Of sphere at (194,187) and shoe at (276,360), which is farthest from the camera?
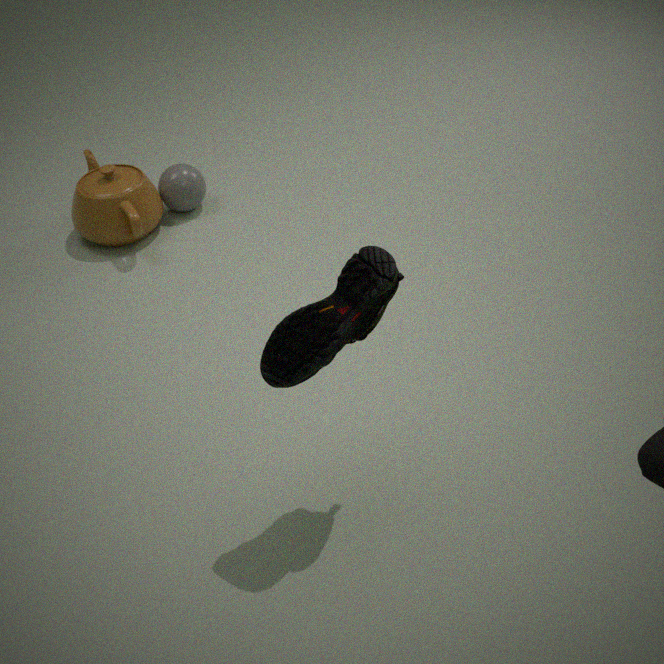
sphere at (194,187)
